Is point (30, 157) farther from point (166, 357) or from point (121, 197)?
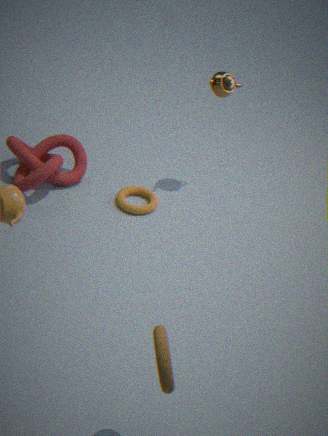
point (166, 357)
